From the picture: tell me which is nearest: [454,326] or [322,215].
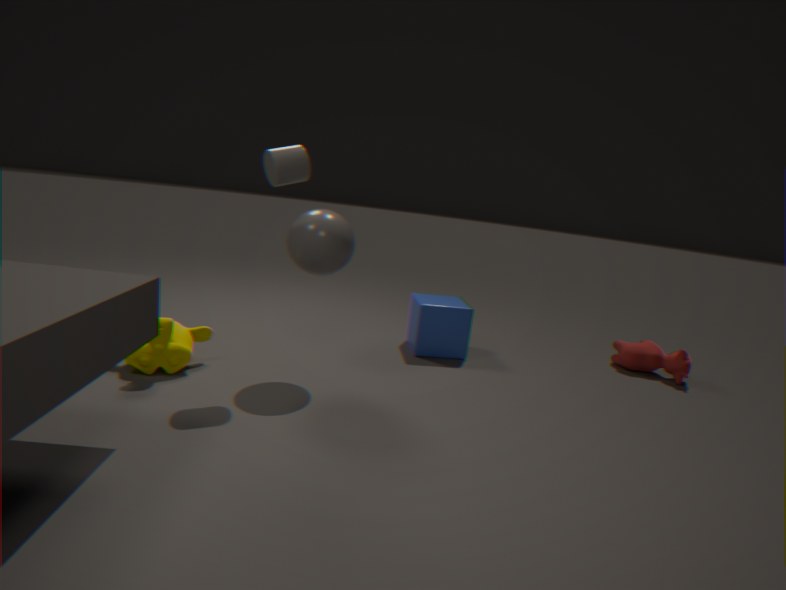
[322,215]
